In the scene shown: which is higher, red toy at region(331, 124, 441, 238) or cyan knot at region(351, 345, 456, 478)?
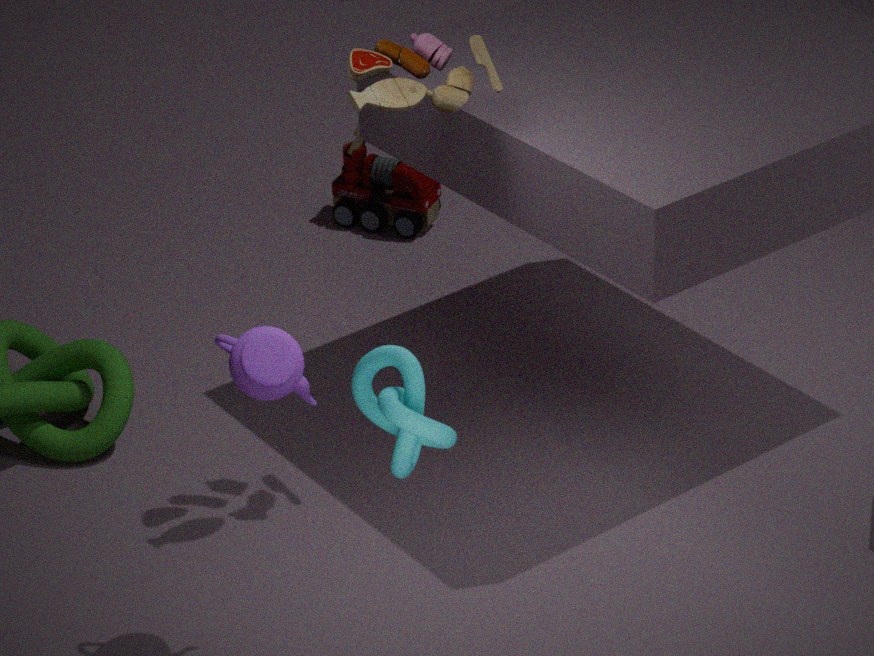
cyan knot at region(351, 345, 456, 478)
